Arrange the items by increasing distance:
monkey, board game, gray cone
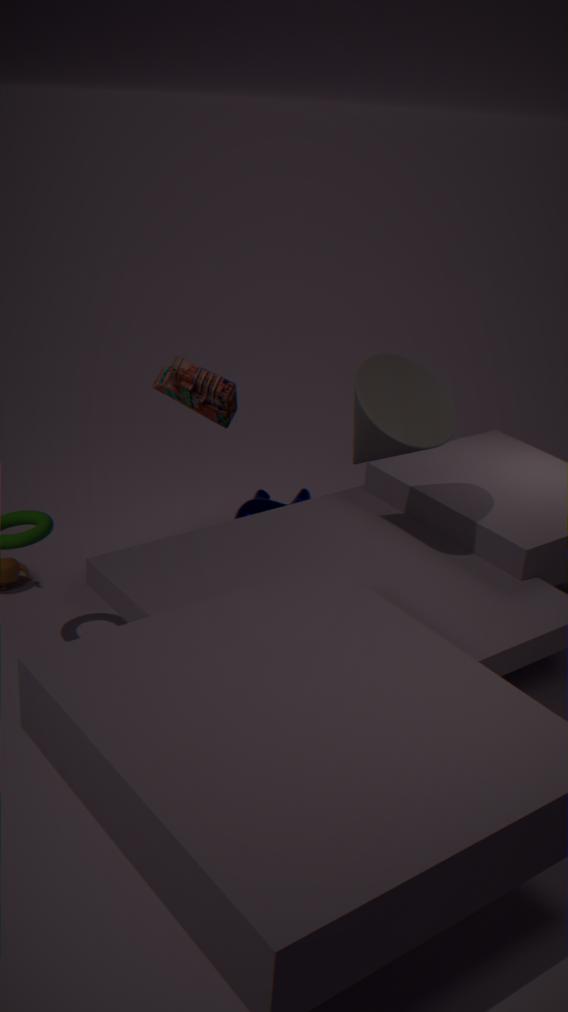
gray cone, board game, monkey
